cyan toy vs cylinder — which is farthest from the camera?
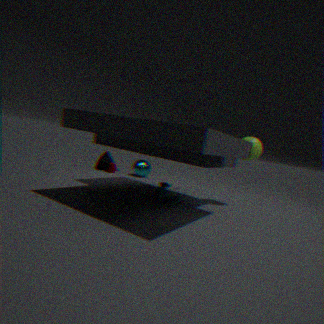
cylinder
